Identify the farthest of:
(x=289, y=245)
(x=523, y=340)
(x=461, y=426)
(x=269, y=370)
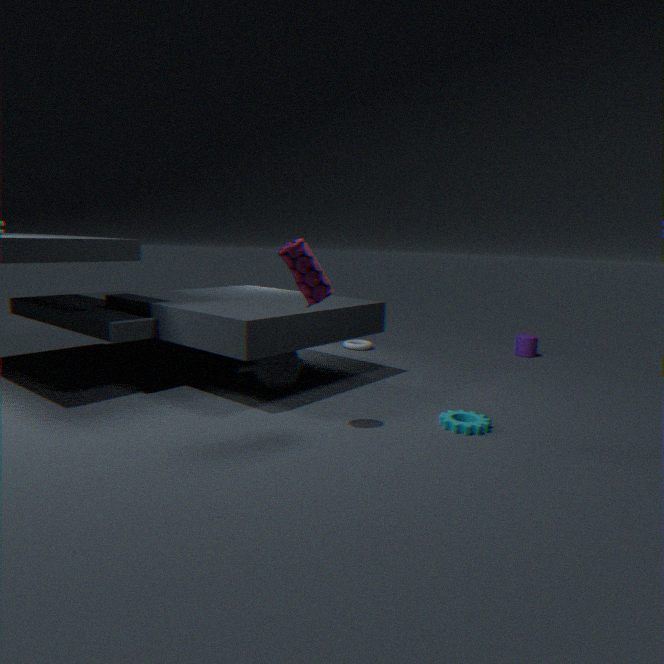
(x=523, y=340)
